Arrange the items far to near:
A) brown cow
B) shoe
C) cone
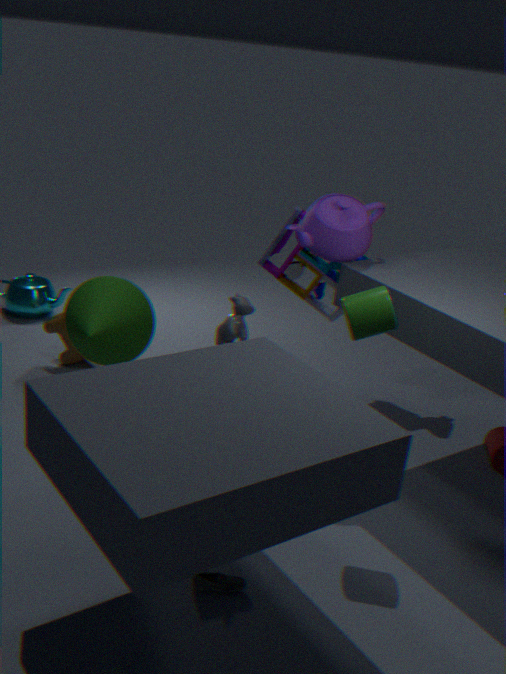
brown cow → cone → shoe
